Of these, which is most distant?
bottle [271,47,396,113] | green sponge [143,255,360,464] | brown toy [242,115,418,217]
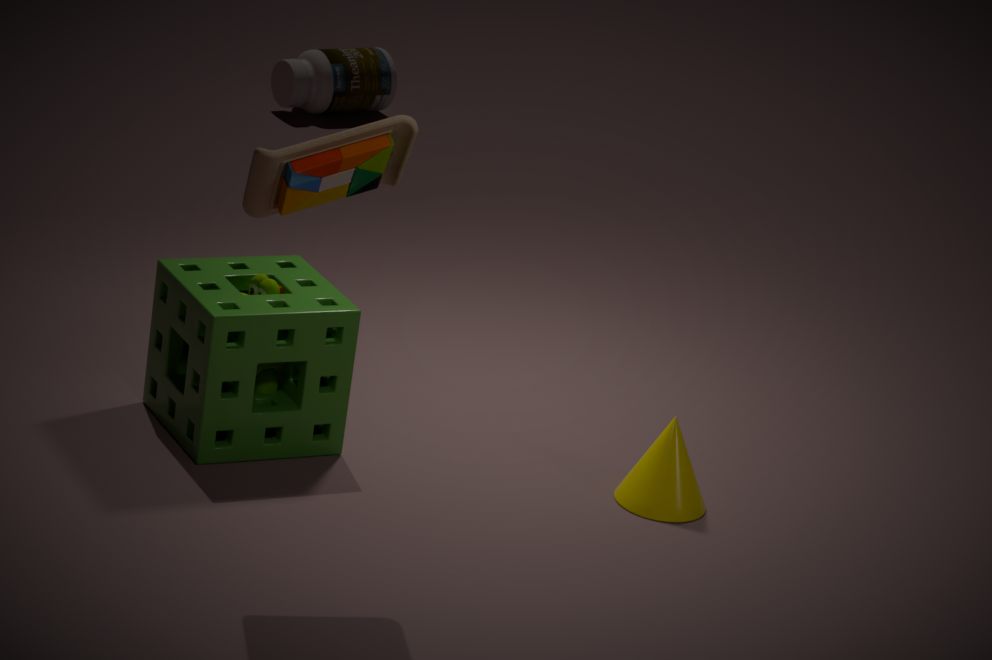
bottle [271,47,396,113]
